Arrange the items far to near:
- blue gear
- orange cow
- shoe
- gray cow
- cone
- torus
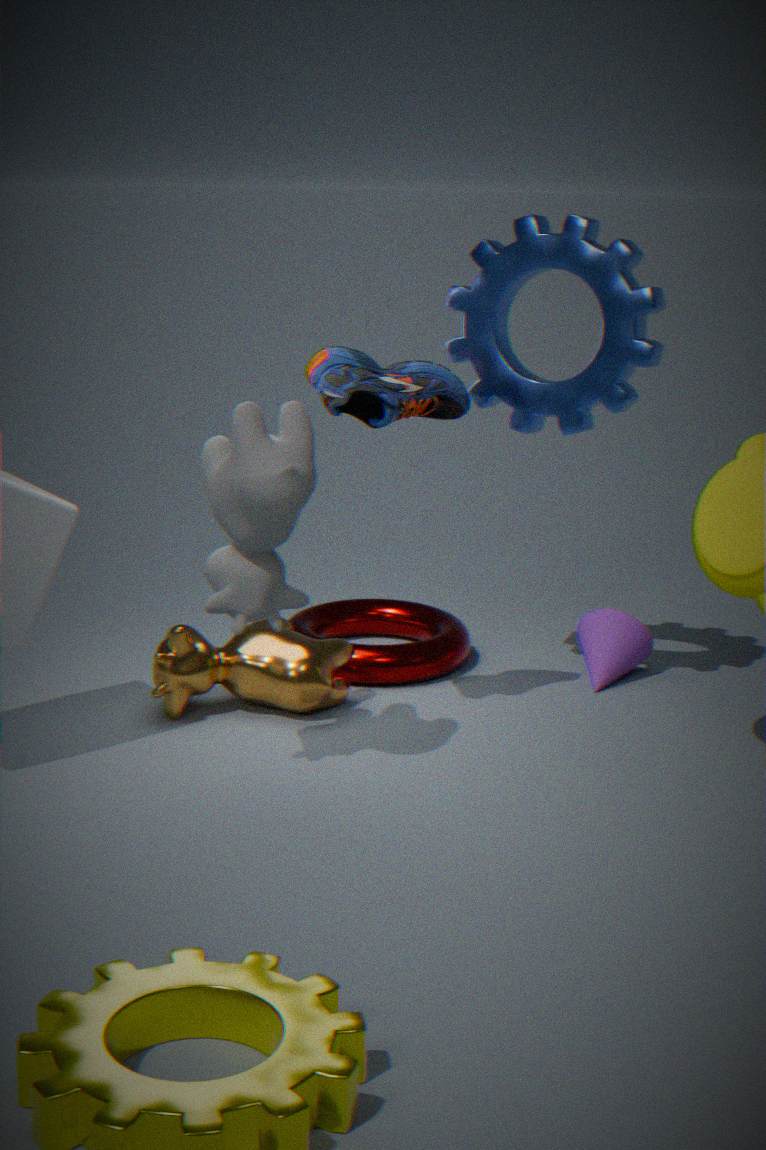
cone < torus < orange cow < blue gear < shoe < gray cow
